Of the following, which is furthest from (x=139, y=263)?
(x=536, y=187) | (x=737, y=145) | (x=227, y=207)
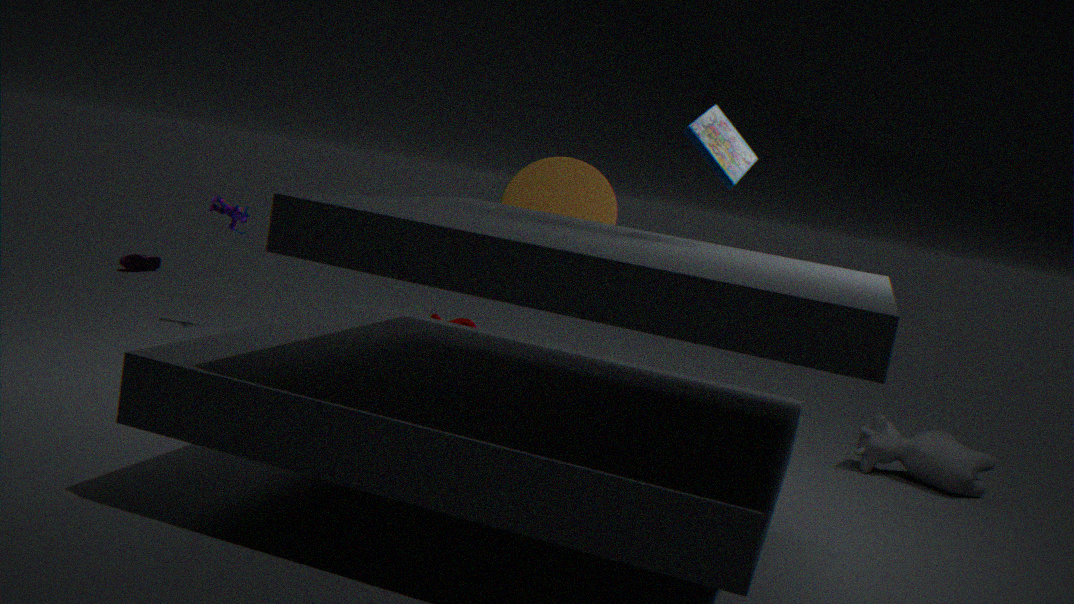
(x=737, y=145)
